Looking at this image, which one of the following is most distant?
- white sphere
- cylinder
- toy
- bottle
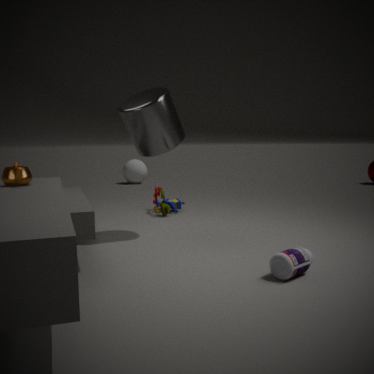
white sphere
